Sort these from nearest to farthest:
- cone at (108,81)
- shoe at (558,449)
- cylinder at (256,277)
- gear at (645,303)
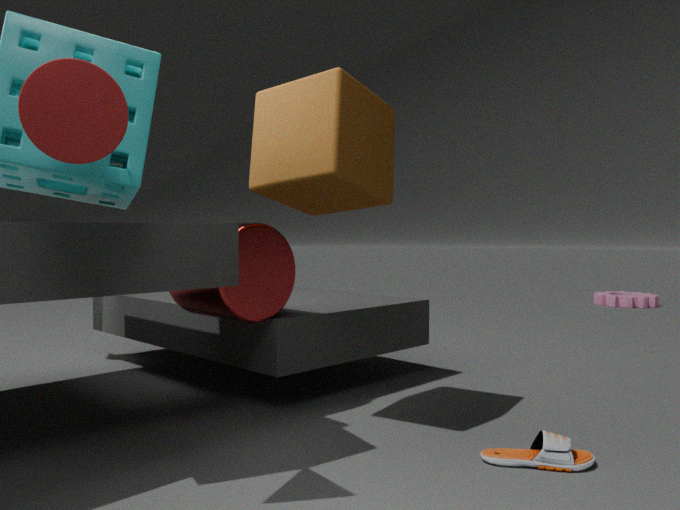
1. cone at (108,81)
2. shoe at (558,449)
3. cylinder at (256,277)
4. gear at (645,303)
